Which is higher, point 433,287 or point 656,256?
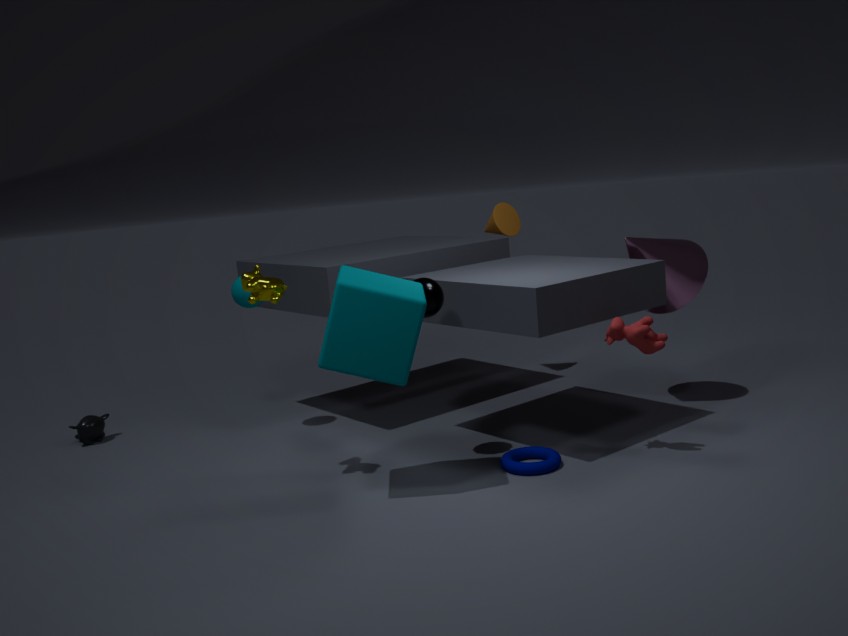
point 433,287
